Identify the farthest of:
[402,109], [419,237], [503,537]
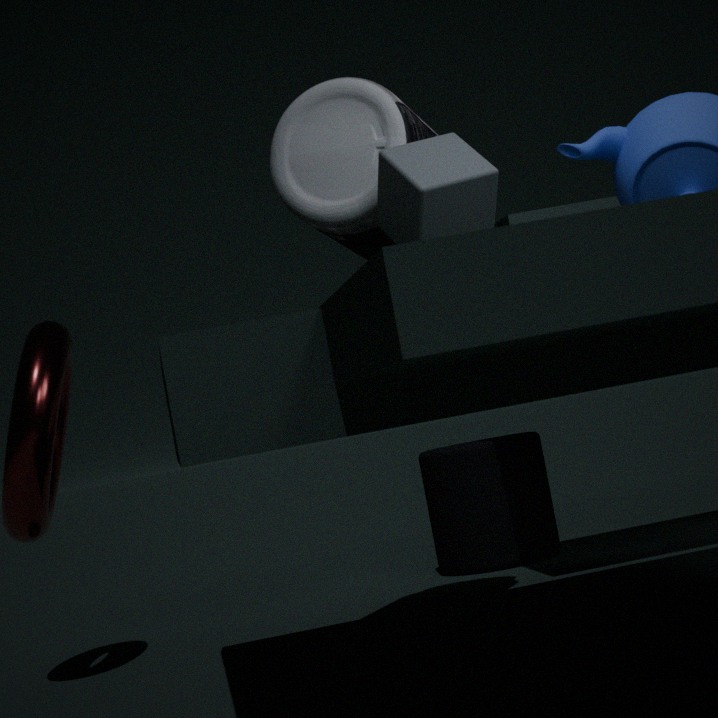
[503,537]
